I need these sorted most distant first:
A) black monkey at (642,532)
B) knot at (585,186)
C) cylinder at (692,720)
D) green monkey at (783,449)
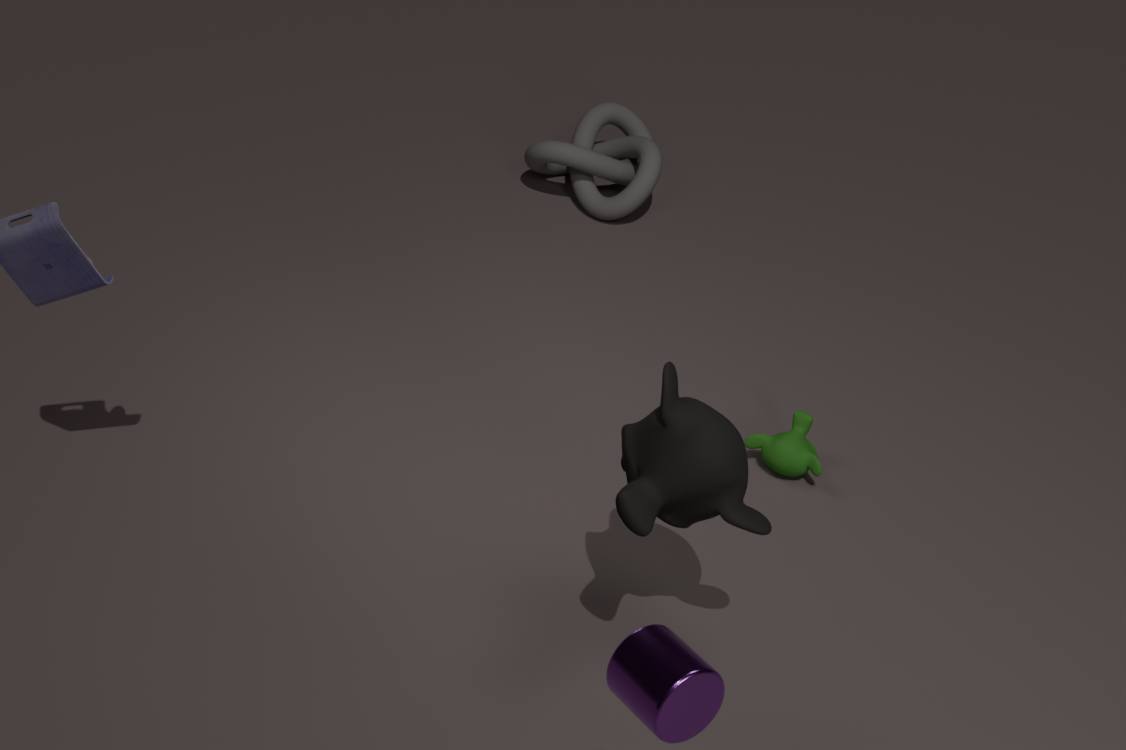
1. knot at (585,186)
2. green monkey at (783,449)
3. black monkey at (642,532)
4. cylinder at (692,720)
